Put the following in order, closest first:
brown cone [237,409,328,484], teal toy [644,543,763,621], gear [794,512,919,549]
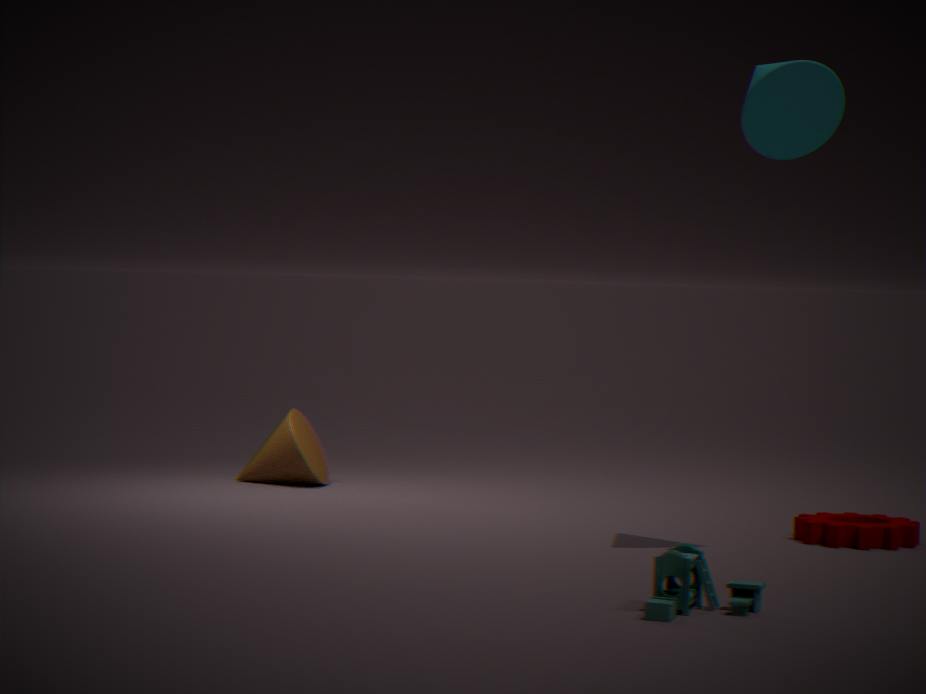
teal toy [644,543,763,621], gear [794,512,919,549], brown cone [237,409,328,484]
